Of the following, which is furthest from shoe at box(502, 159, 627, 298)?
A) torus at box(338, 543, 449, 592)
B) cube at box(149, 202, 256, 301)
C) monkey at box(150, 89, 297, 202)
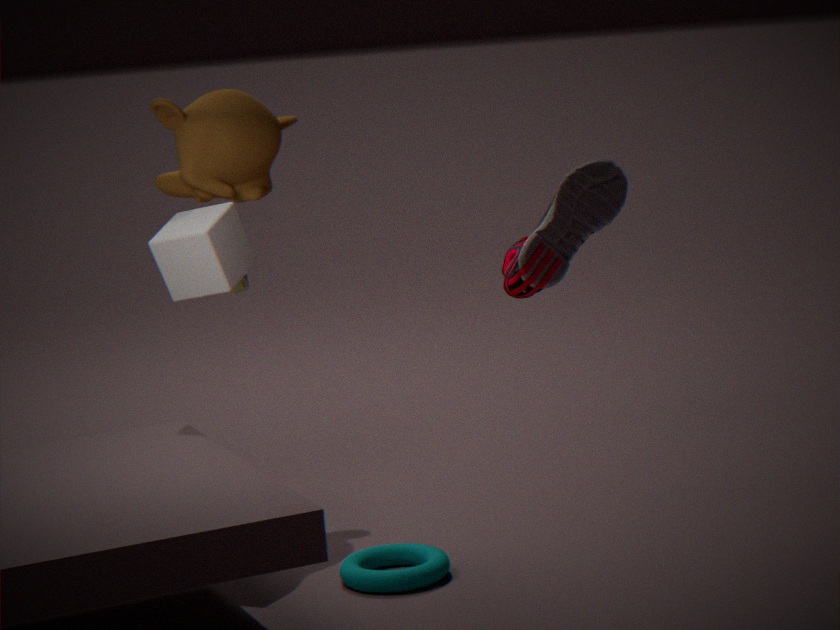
monkey at box(150, 89, 297, 202)
